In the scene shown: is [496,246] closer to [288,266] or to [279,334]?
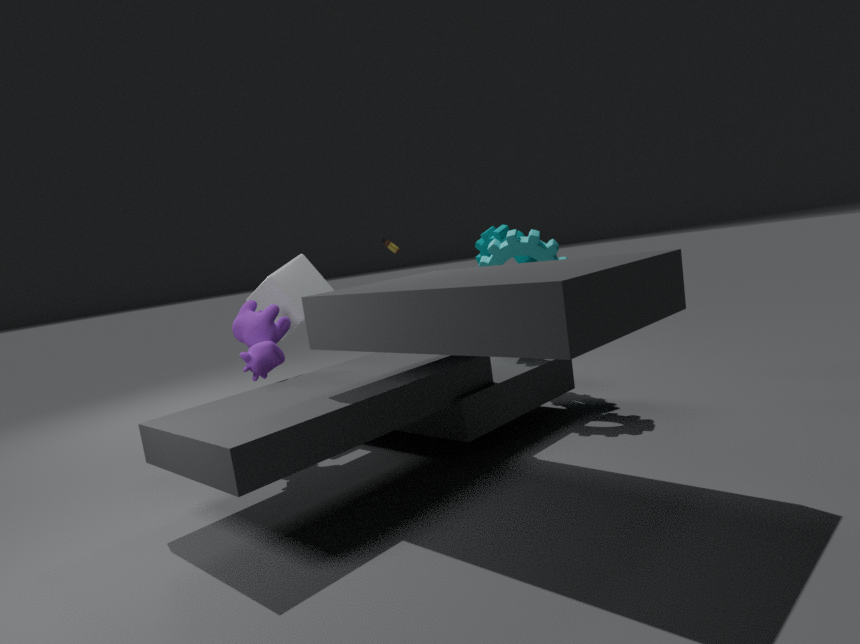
[288,266]
